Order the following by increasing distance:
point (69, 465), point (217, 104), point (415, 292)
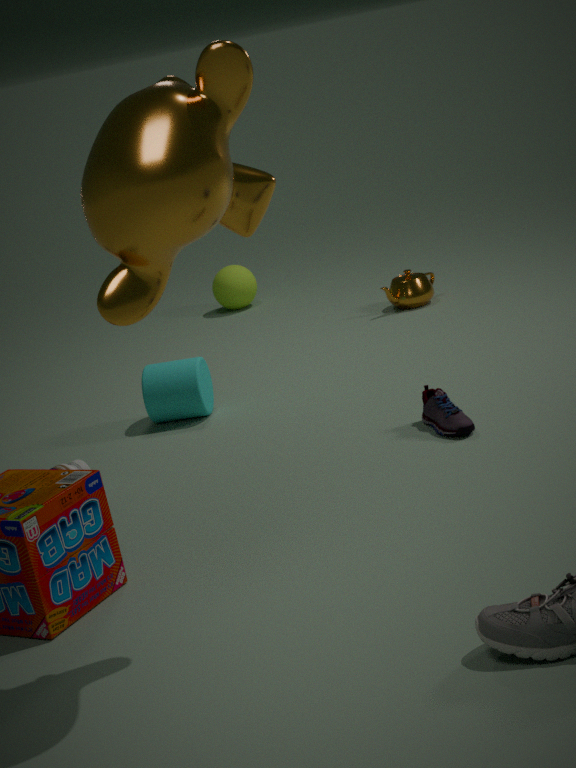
point (217, 104), point (69, 465), point (415, 292)
